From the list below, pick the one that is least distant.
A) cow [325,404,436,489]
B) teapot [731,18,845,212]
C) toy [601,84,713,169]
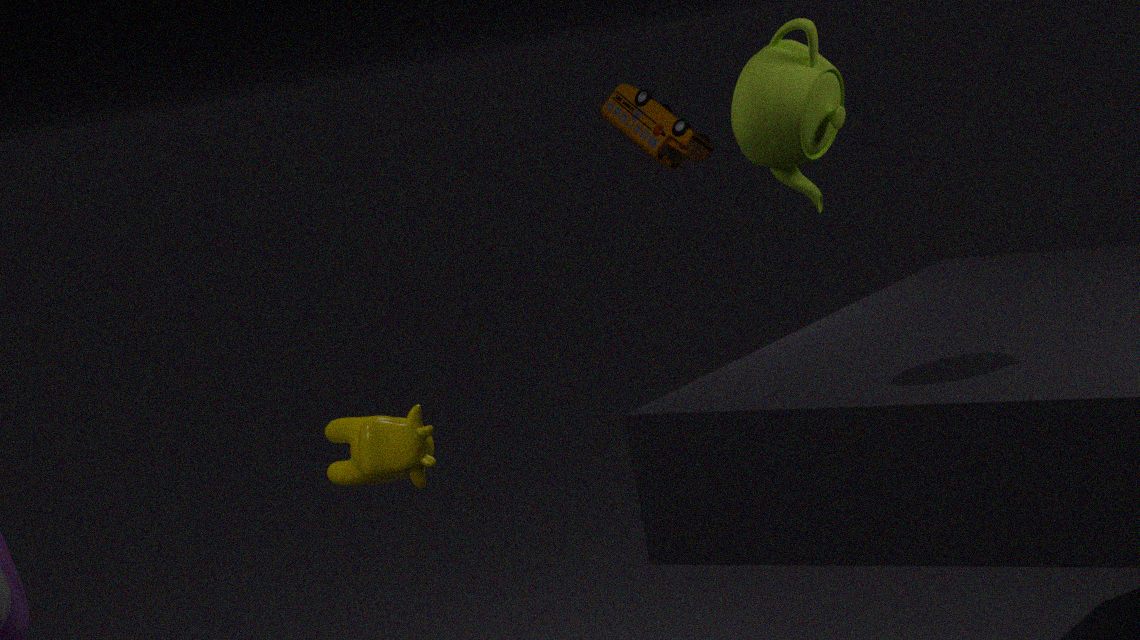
teapot [731,18,845,212]
